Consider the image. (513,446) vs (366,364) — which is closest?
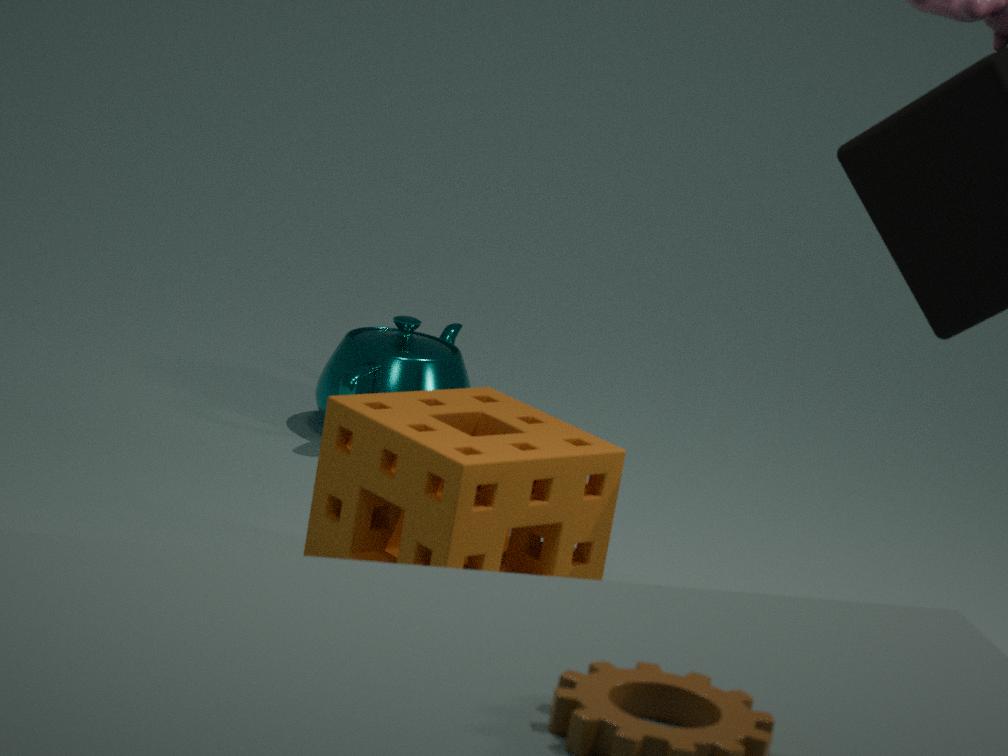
(513,446)
